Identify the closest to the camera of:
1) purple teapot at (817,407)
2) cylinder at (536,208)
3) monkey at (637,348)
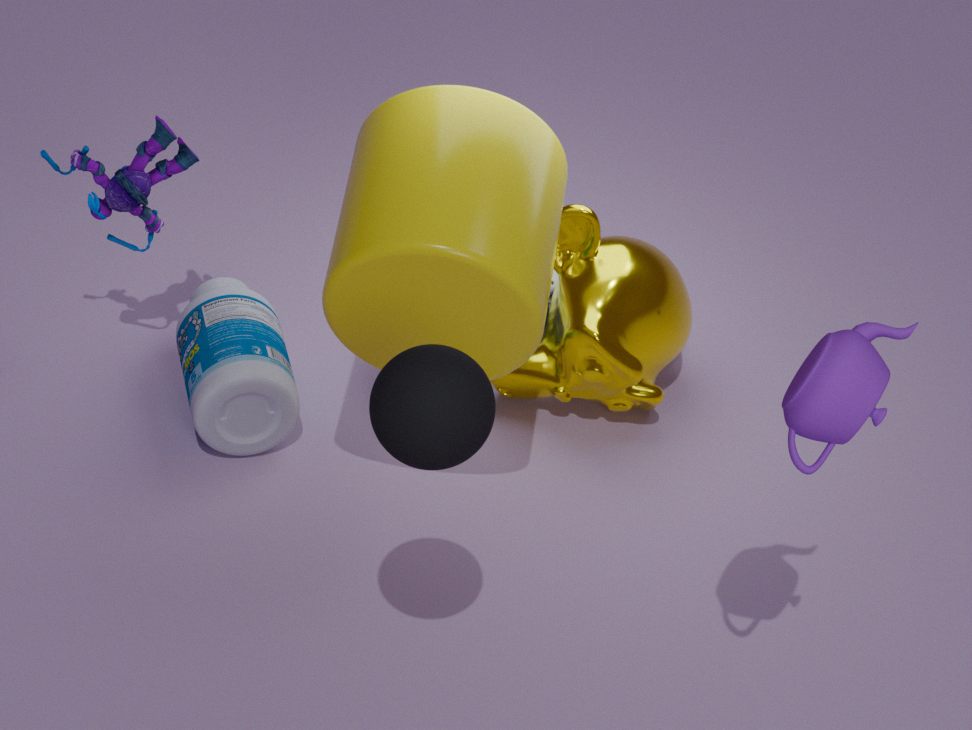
1. purple teapot at (817,407)
